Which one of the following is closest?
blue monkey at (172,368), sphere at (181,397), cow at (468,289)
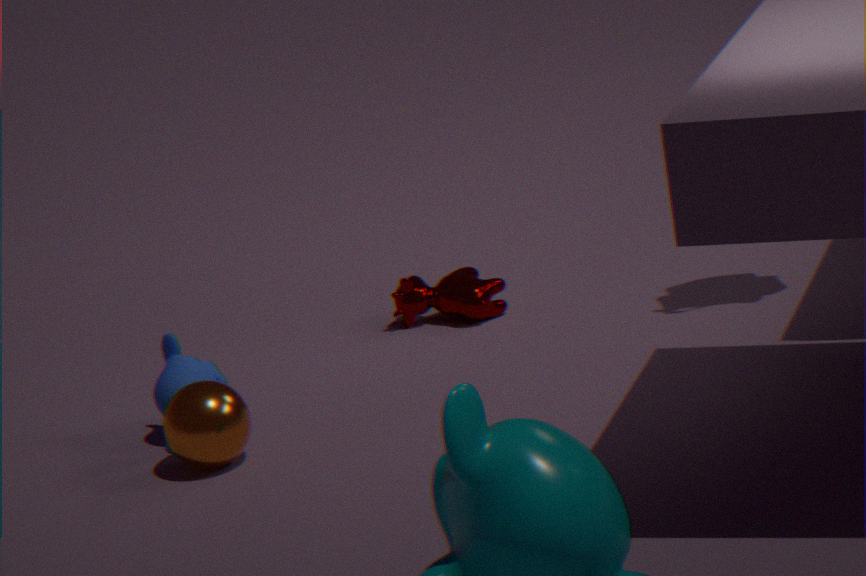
sphere at (181,397)
